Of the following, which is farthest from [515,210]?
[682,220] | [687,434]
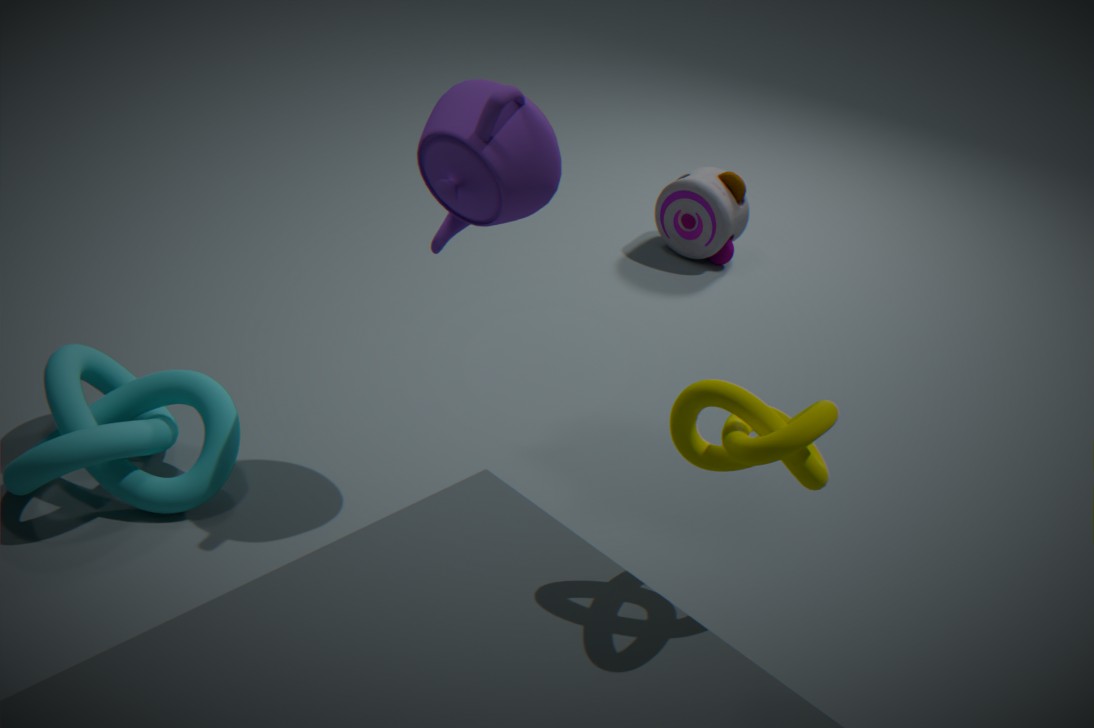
[682,220]
